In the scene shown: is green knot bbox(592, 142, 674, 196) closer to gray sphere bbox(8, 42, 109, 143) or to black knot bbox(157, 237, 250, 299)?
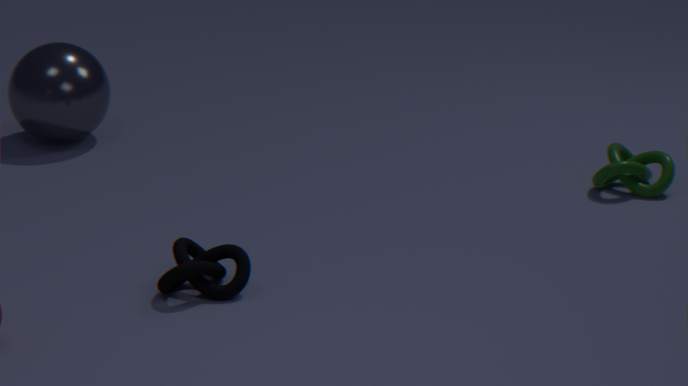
black knot bbox(157, 237, 250, 299)
